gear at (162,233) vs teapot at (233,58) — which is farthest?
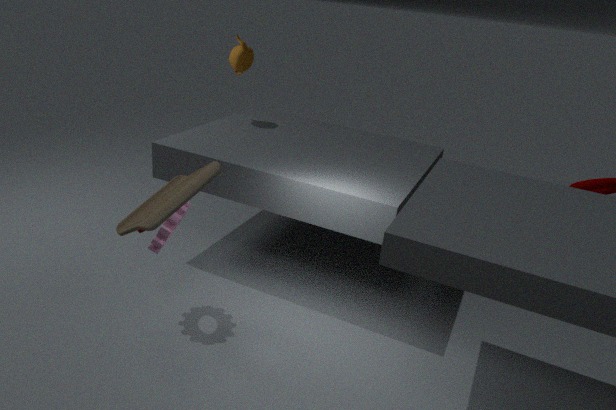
teapot at (233,58)
